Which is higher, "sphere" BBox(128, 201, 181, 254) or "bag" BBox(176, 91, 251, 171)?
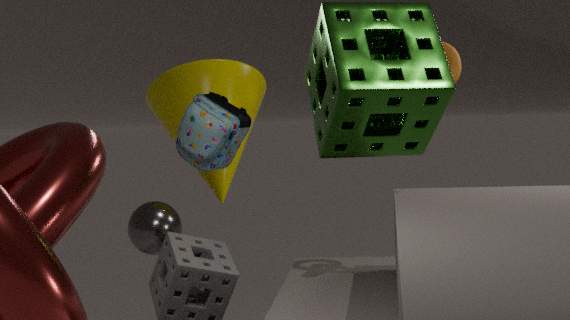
"bag" BBox(176, 91, 251, 171)
